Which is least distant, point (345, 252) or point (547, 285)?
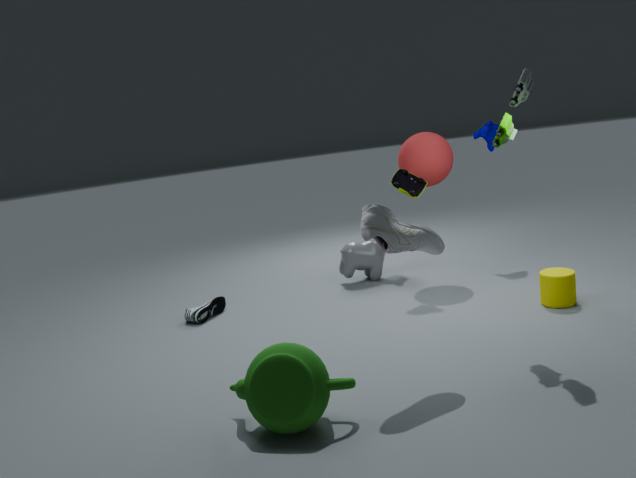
point (547, 285)
